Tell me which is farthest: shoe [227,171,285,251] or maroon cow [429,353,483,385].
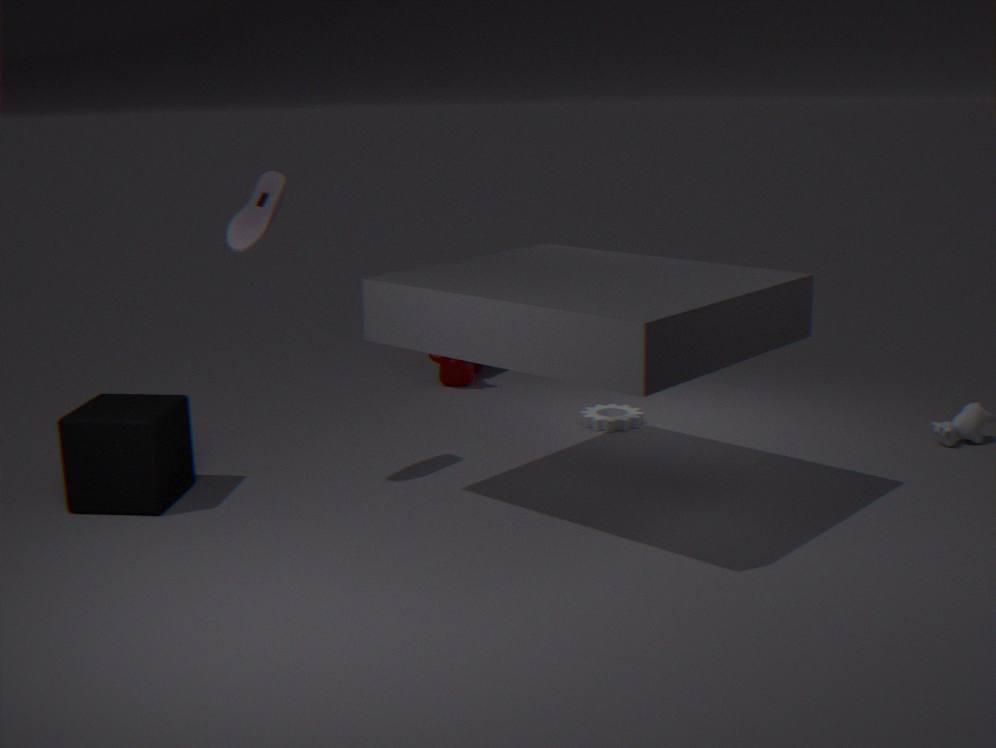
maroon cow [429,353,483,385]
